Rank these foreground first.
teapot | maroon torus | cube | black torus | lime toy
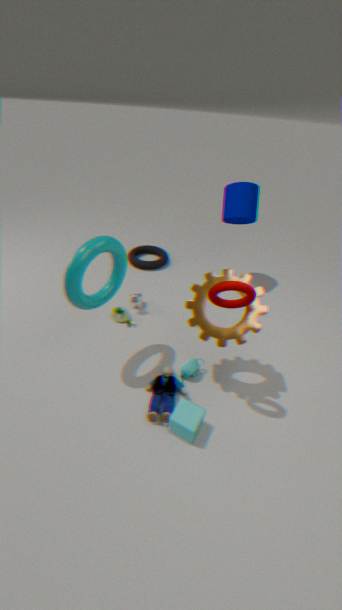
1. maroon torus
2. cube
3. teapot
4. lime toy
5. black torus
